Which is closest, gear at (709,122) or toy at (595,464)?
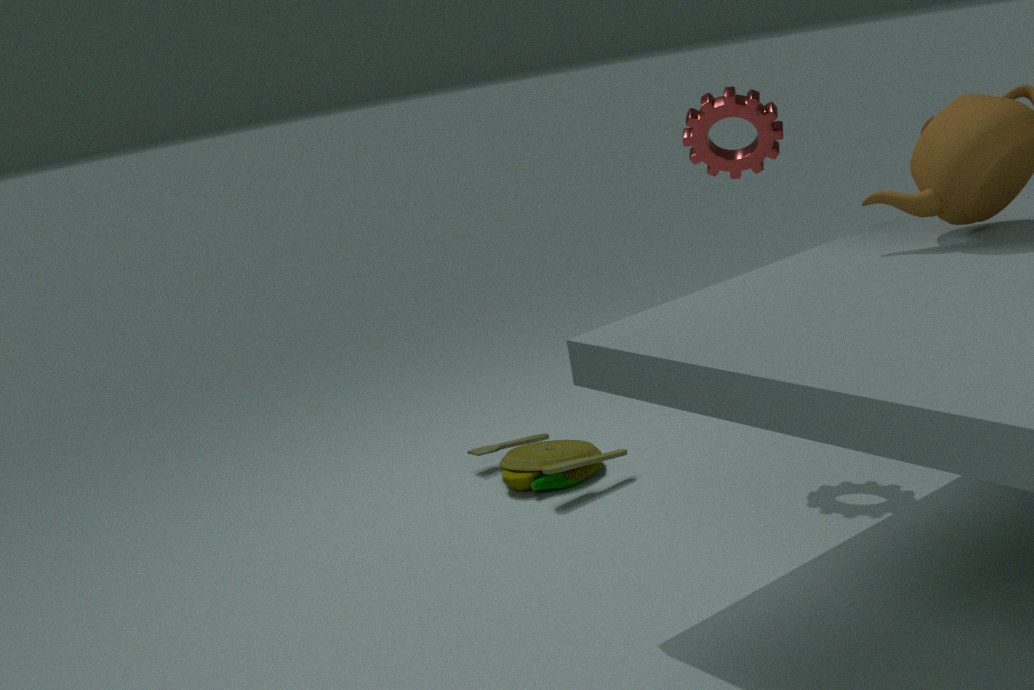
gear at (709,122)
